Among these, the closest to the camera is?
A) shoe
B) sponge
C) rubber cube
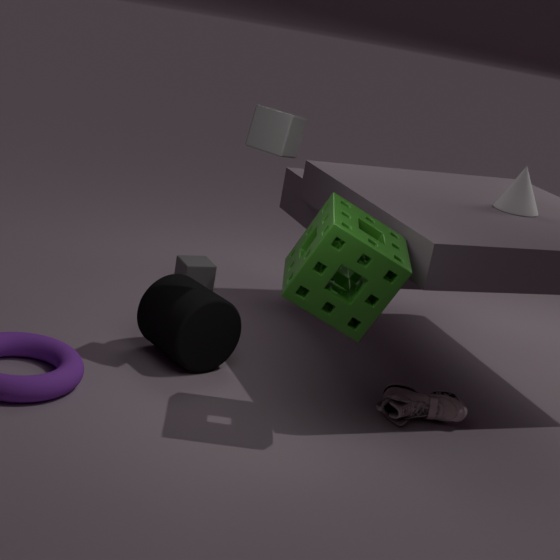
sponge
